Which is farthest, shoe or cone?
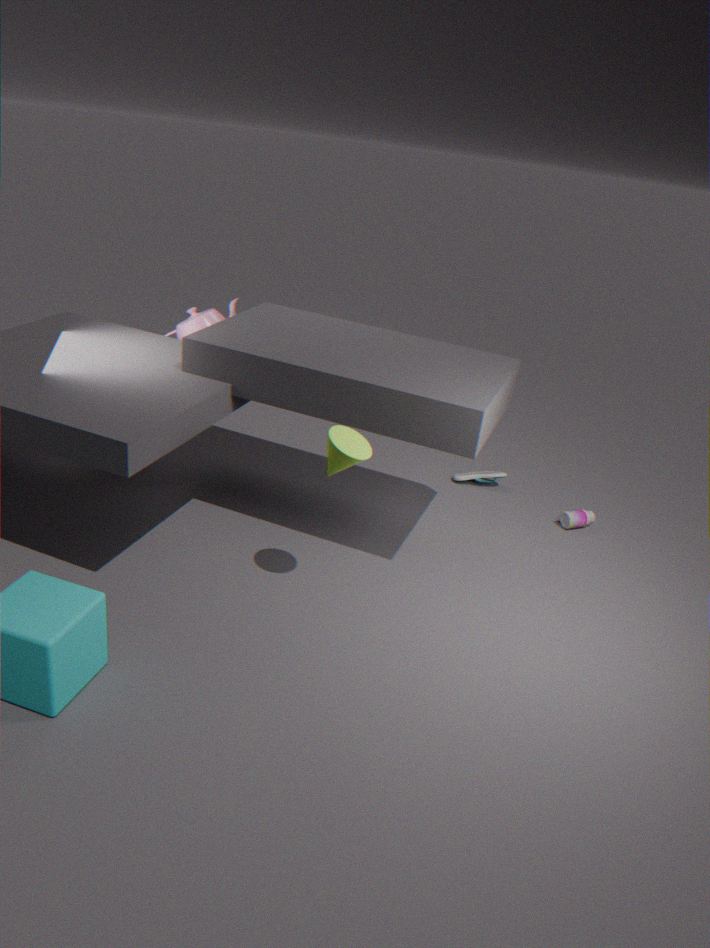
shoe
